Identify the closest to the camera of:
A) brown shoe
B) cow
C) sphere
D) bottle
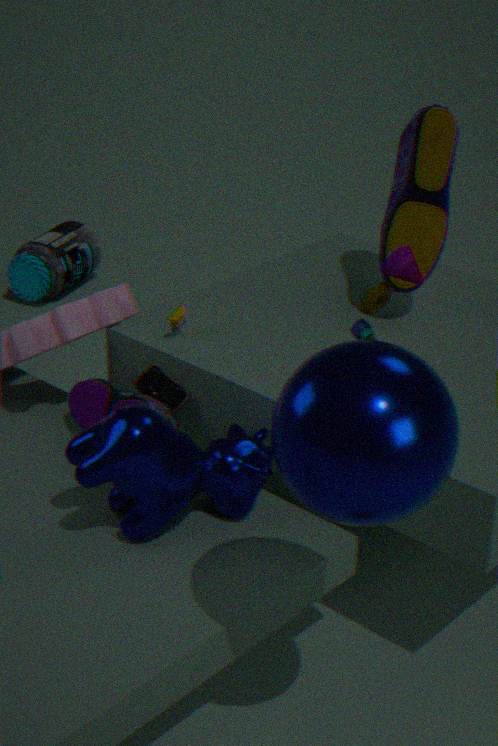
sphere
